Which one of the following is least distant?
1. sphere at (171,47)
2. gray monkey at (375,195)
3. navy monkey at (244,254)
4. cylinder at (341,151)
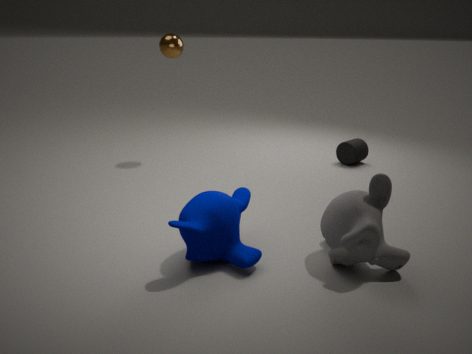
gray monkey at (375,195)
